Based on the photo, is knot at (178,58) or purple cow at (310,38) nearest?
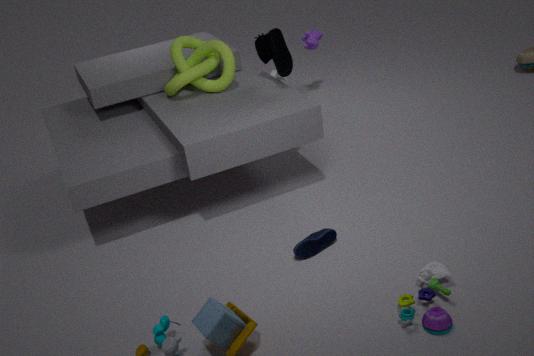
knot at (178,58)
